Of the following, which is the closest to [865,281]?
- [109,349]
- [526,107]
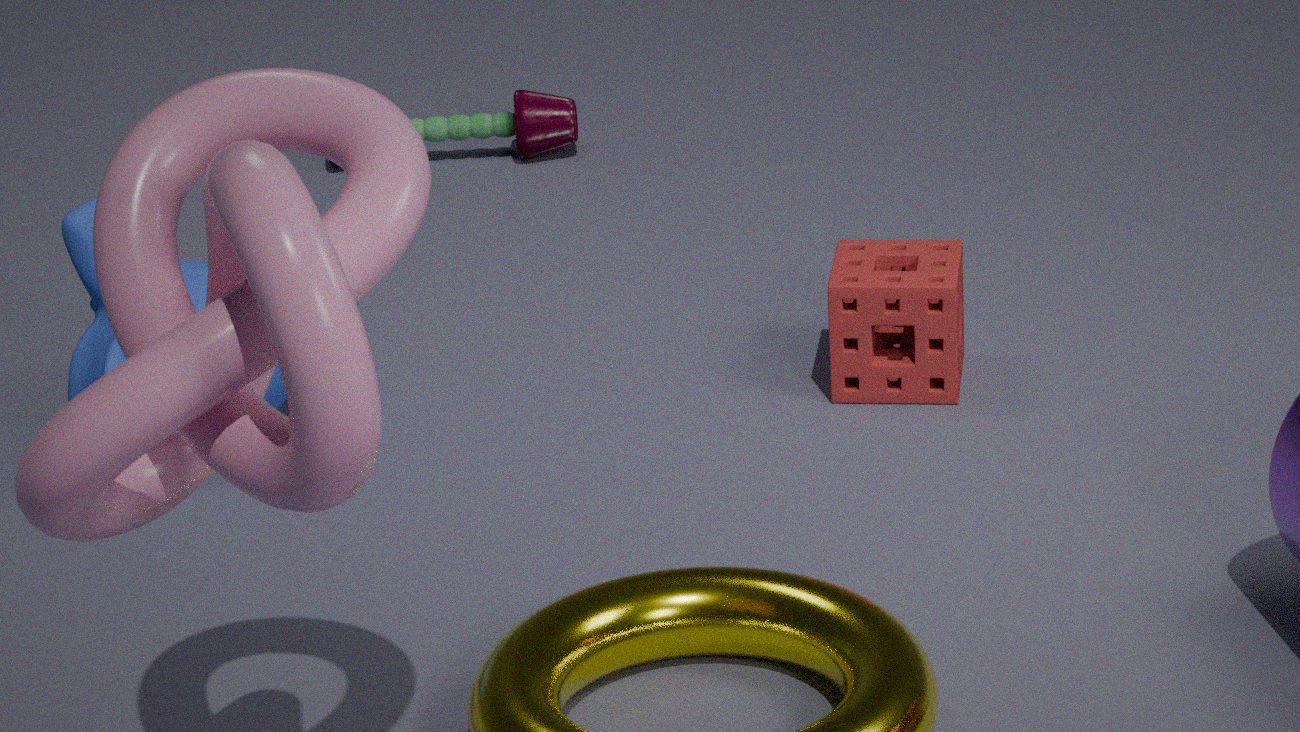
[109,349]
